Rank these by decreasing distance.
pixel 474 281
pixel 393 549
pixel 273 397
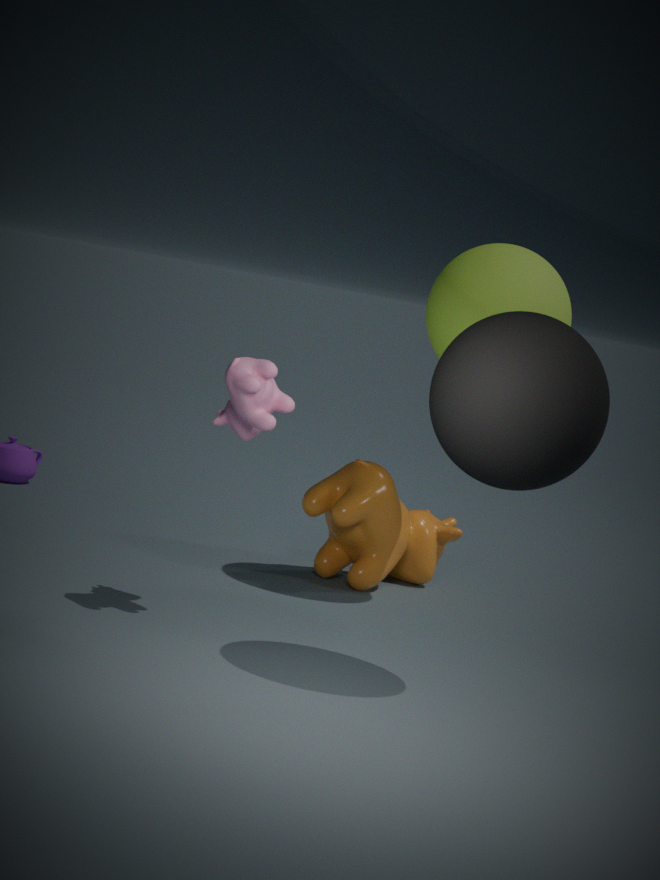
pixel 393 549, pixel 474 281, pixel 273 397
